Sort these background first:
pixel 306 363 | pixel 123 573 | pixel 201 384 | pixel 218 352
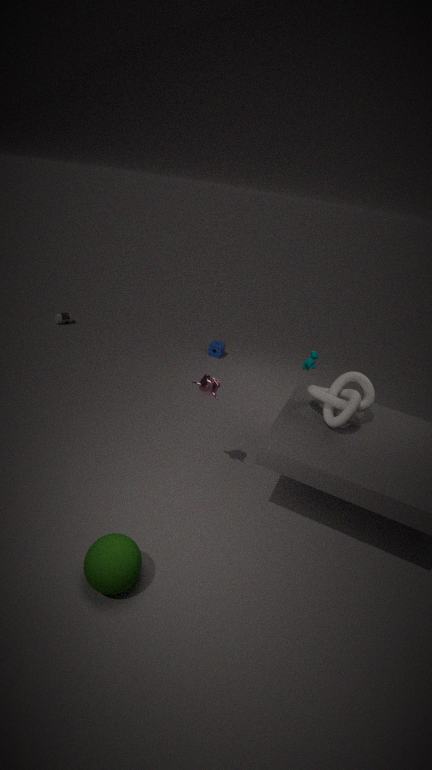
pixel 218 352
pixel 306 363
pixel 201 384
pixel 123 573
